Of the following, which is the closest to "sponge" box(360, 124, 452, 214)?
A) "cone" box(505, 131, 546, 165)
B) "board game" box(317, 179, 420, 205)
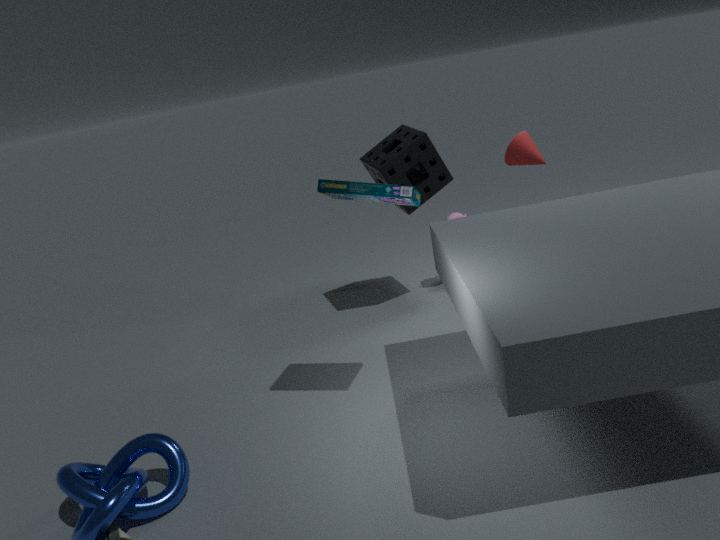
"cone" box(505, 131, 546, 165)
